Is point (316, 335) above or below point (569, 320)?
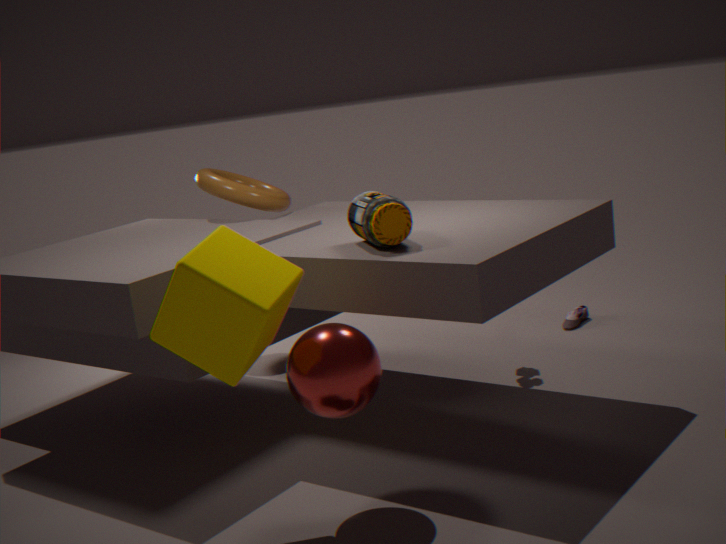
above
